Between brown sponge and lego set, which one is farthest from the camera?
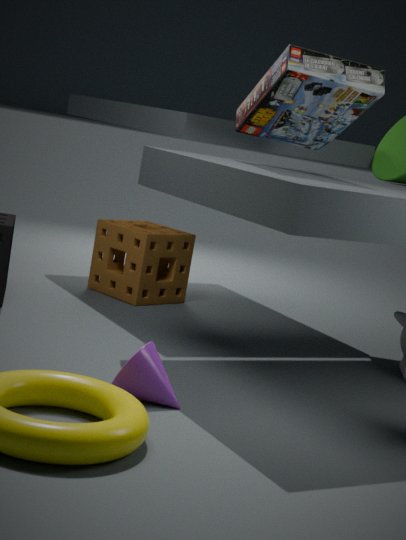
brown sponge
